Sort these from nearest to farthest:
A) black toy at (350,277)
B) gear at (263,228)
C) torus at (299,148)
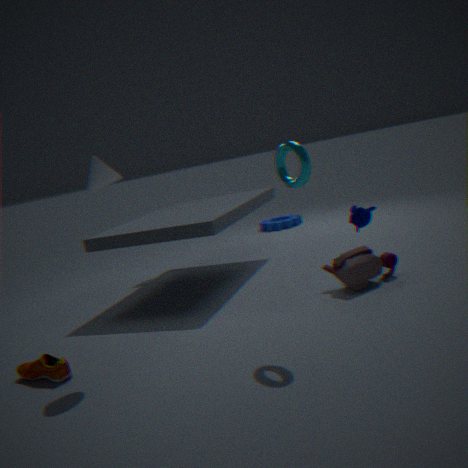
torus at (299,148) < black toy at (350,277) < gear at (263,228)
